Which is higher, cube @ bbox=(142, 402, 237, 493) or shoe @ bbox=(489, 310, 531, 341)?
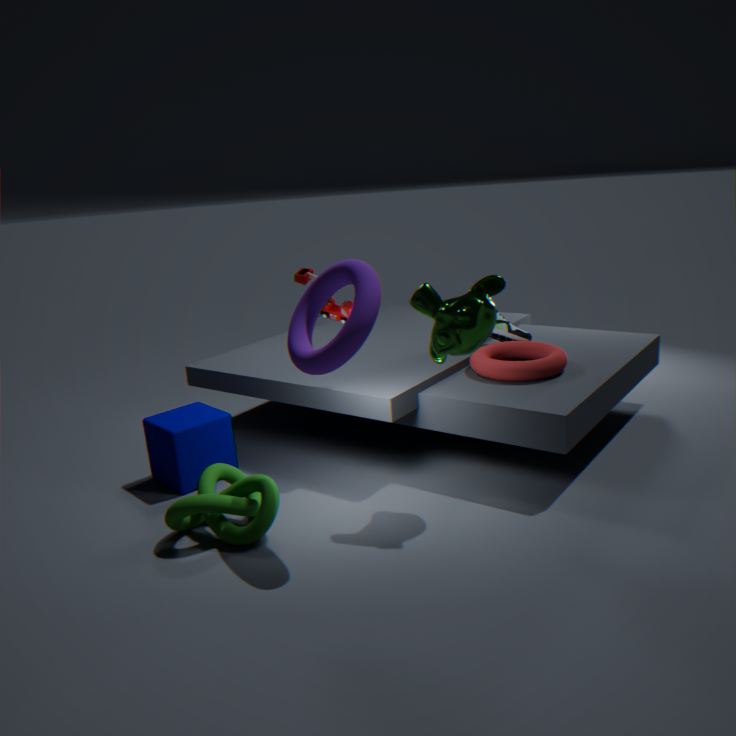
shoe @ bbox=(489, 310, 531, 341)
